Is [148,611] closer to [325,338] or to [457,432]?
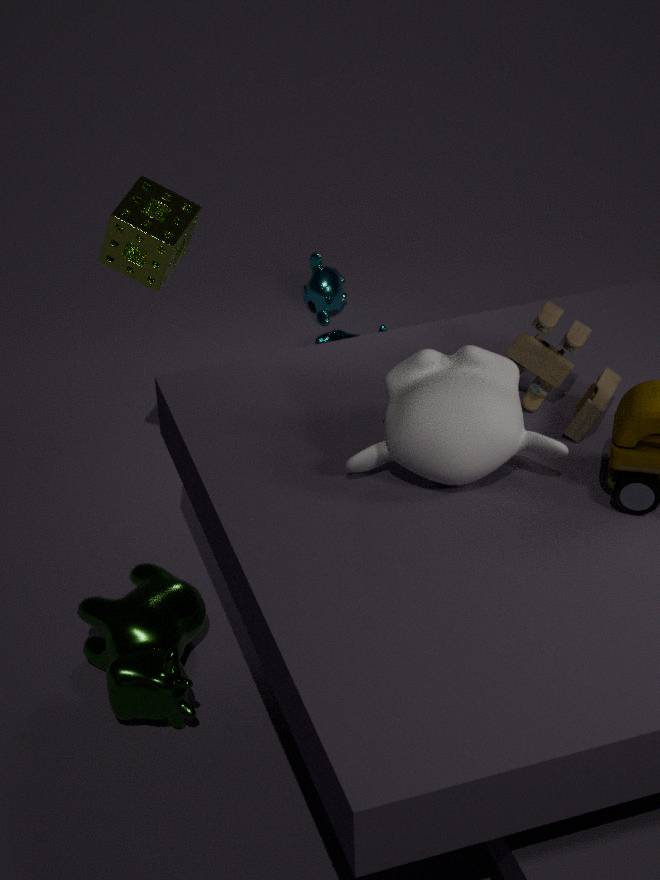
[457,432]
